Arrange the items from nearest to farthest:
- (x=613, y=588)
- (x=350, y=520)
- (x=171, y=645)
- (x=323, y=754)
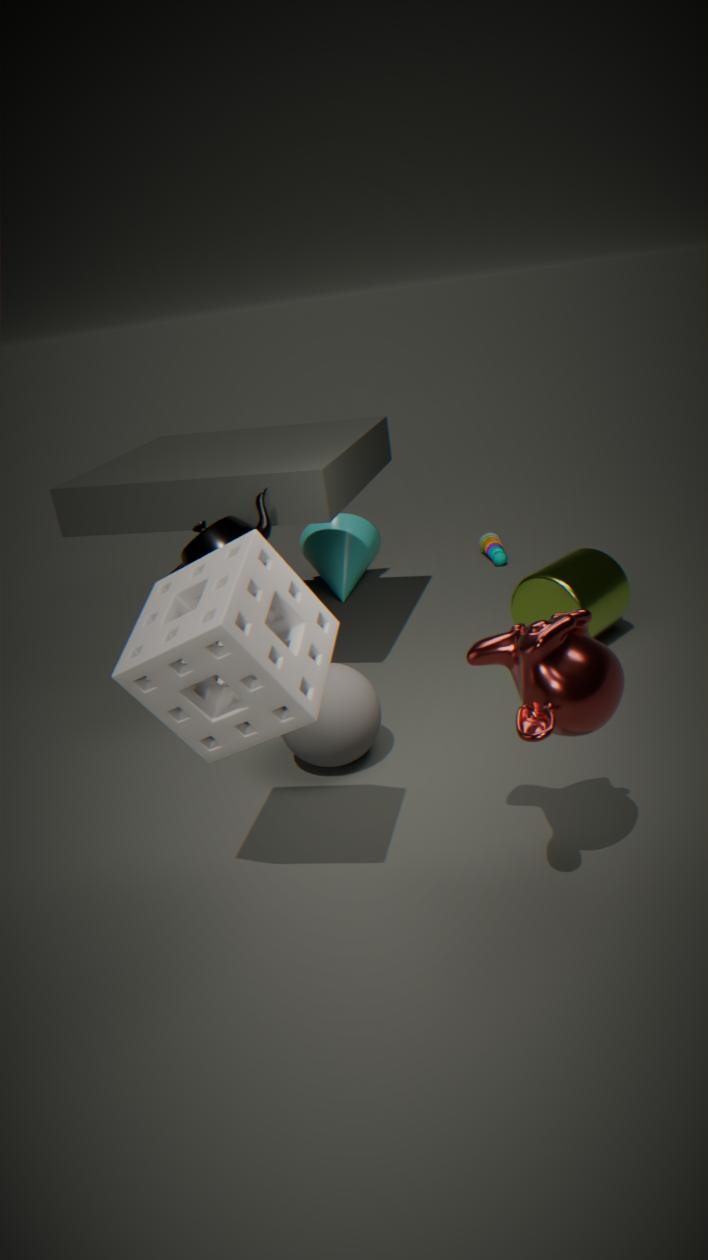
(x=171, y=645) < (x=323, y=754) < (x=613, y=588) < (x=350, y=520)
